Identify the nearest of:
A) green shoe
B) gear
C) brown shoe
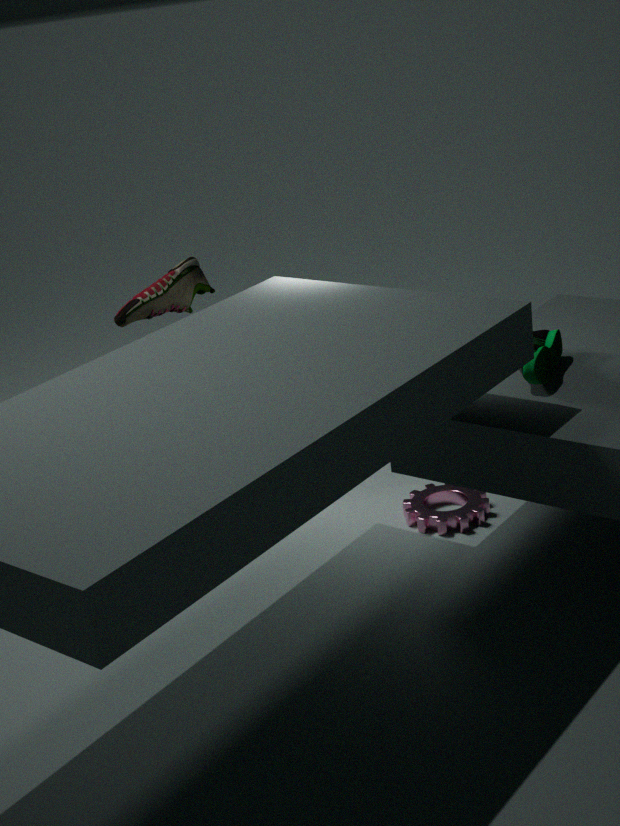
green shoe
